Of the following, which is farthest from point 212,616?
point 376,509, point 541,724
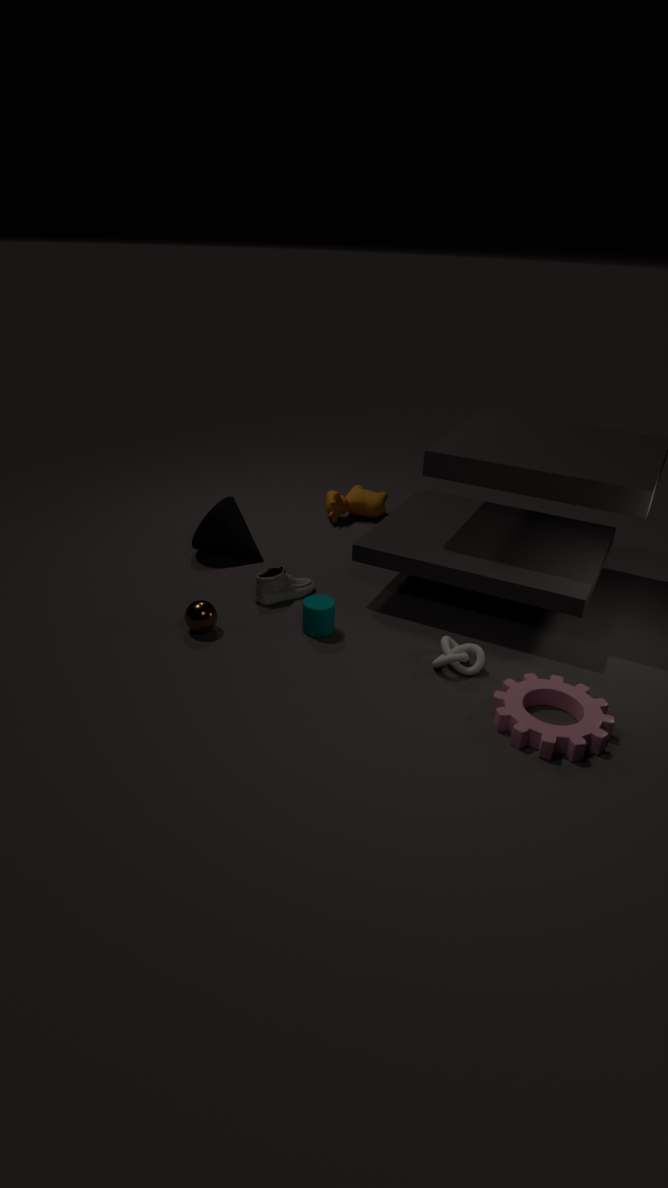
point 376,509
